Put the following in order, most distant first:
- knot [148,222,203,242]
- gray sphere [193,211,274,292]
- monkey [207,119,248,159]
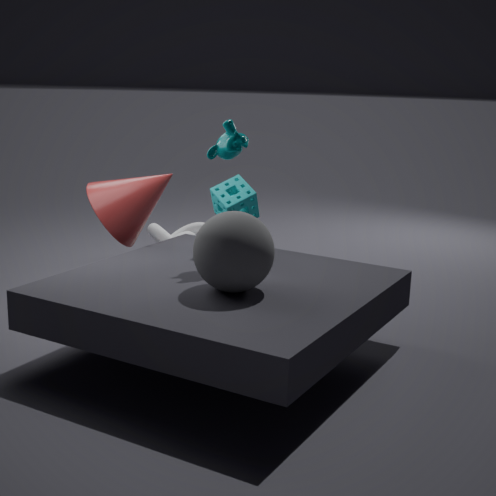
knot [148,222,203,242]
monkey [207,119,248,159]
gray sphere [193,211,274,292]
